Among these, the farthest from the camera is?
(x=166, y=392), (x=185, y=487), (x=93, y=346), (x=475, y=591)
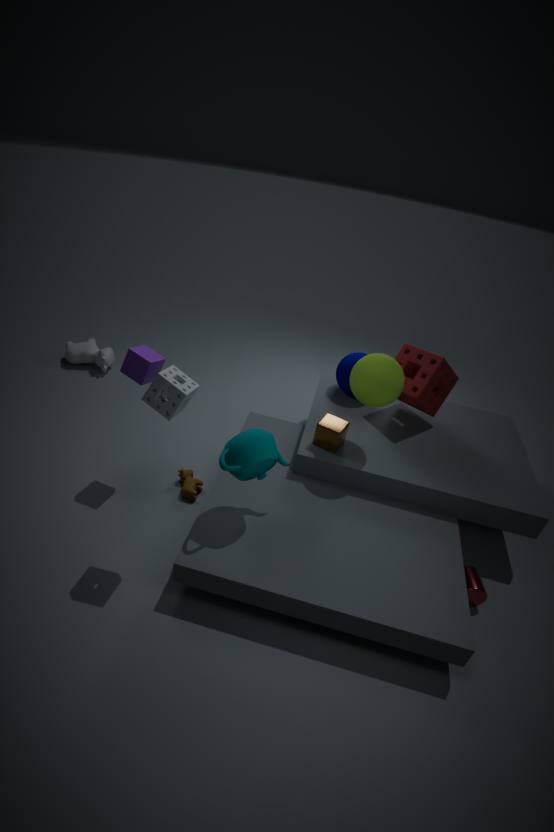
(x=93, y=346)
